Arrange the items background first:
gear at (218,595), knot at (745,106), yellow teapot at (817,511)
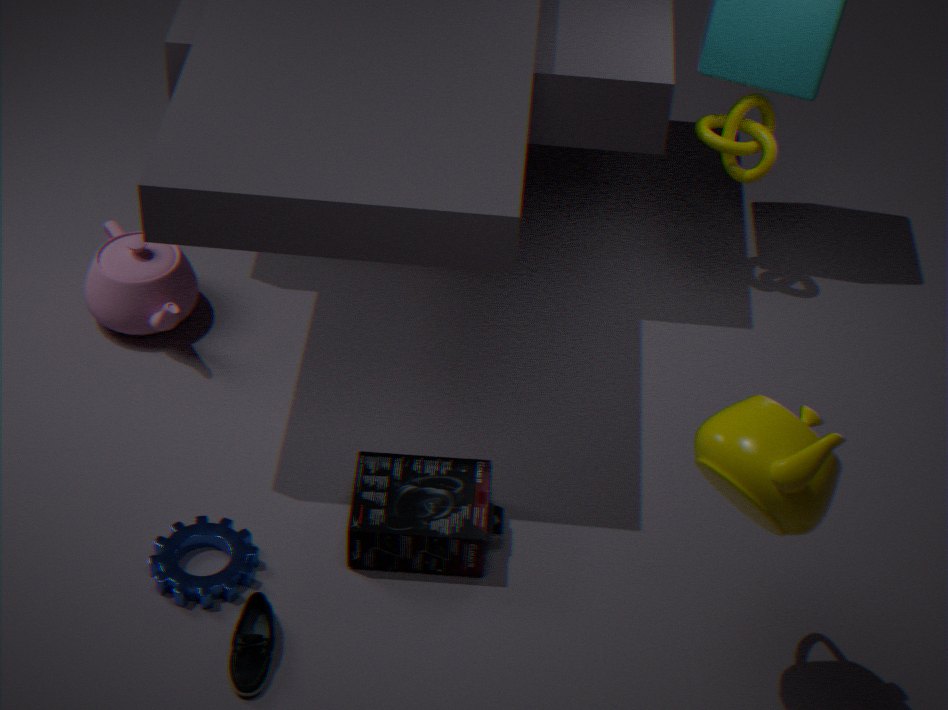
knot at (745,106), gear at (218,595), yellow teapot at (817,511)
